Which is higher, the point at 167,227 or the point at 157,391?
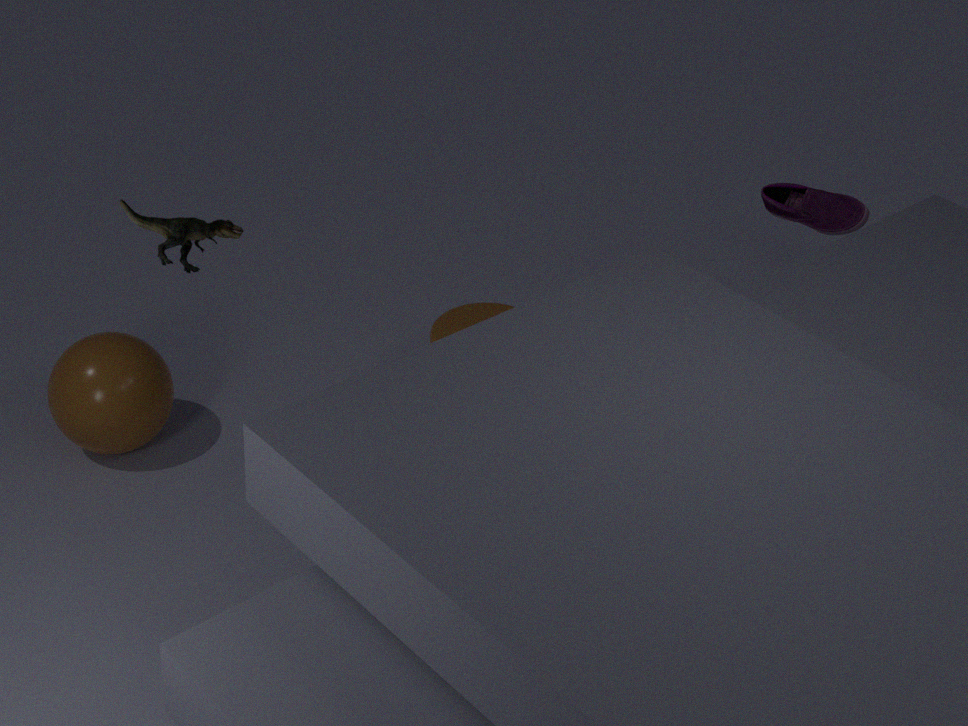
the point at 167,227
